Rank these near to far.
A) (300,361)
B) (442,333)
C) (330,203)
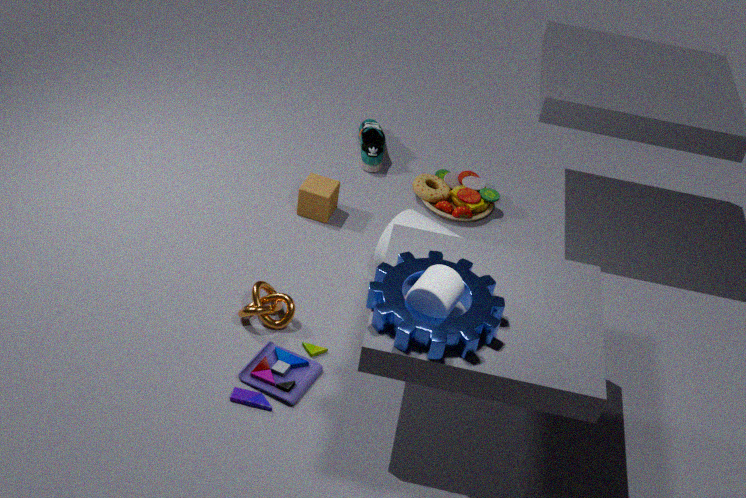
(442,333) < (300,361) < (330,203)
